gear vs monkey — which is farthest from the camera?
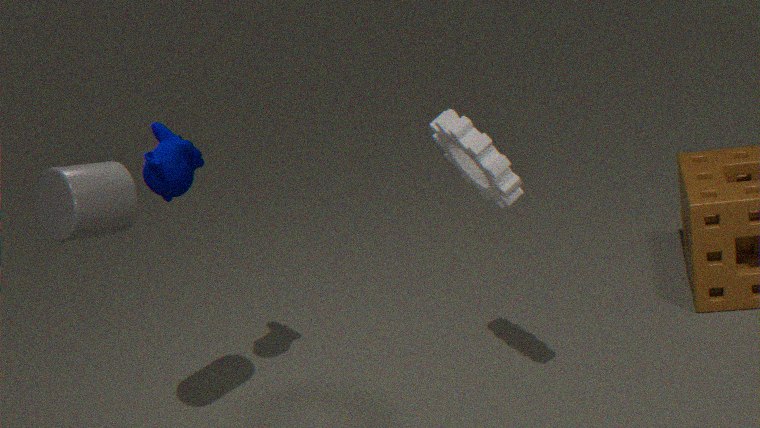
monkey
